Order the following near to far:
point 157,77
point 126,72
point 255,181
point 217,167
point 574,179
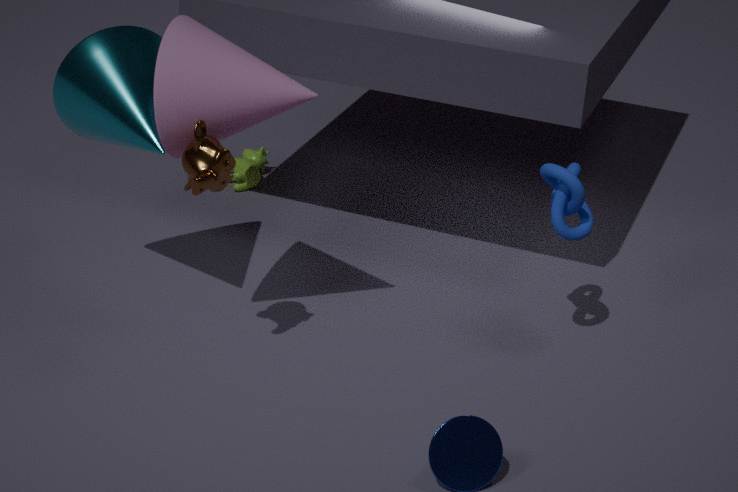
1. point 157,77
2. point 217,167
3. point 574,179
4. point 126,72
5. point 255,181
